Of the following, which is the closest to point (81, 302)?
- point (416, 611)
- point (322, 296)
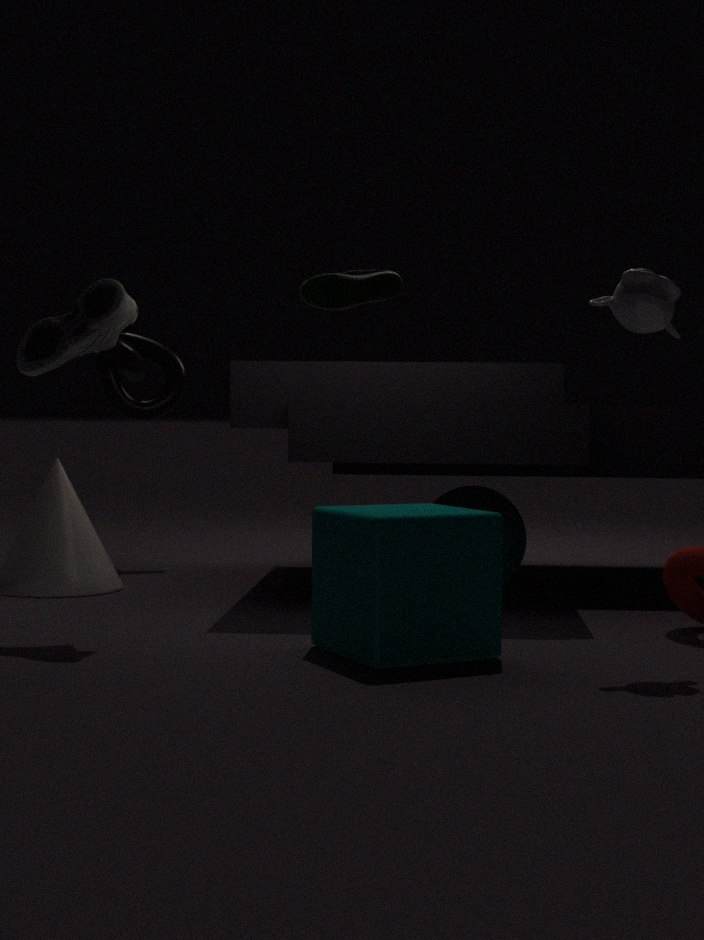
point (416, 611)
